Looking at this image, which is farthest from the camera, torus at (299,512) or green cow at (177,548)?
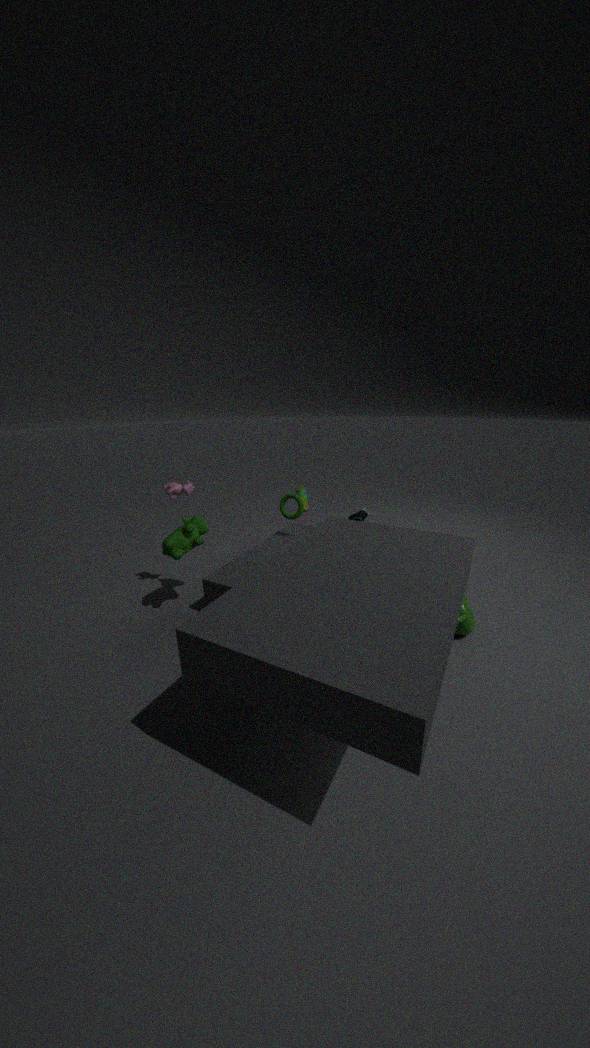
torus at (299,512)
